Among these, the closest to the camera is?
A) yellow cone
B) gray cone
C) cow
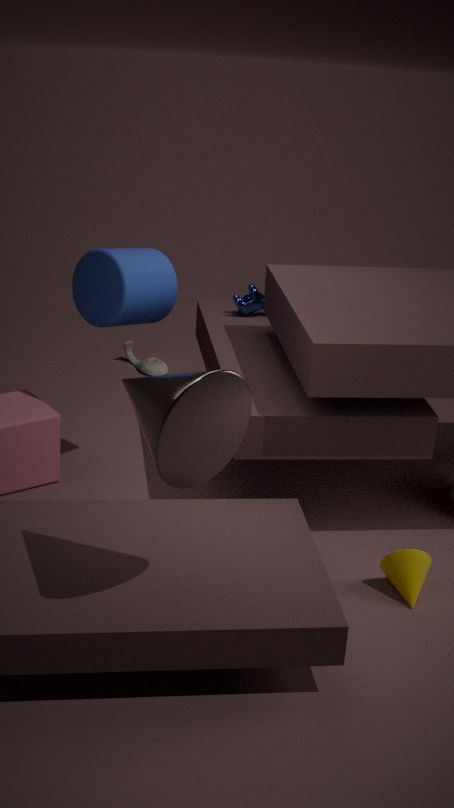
gray cone
